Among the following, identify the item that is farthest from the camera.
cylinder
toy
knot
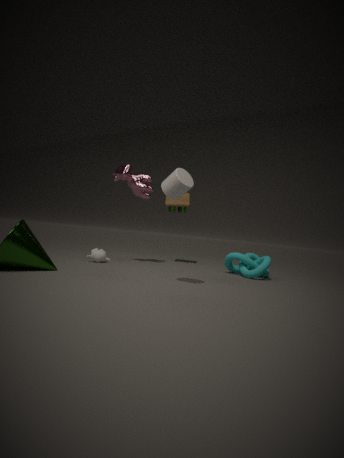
toy
